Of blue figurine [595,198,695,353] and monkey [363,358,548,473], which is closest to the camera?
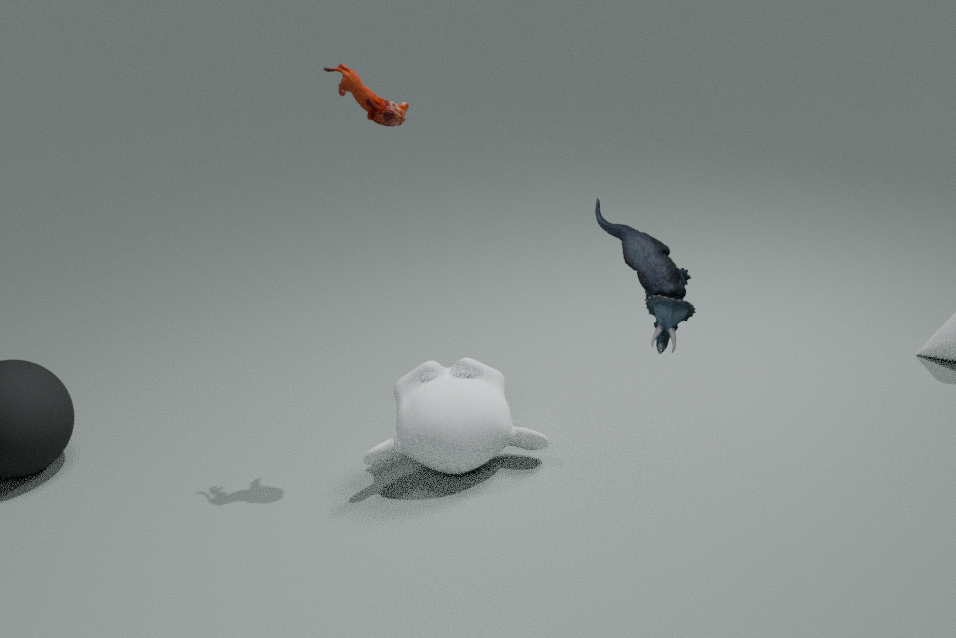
blue figurine [595,198,695,353]
